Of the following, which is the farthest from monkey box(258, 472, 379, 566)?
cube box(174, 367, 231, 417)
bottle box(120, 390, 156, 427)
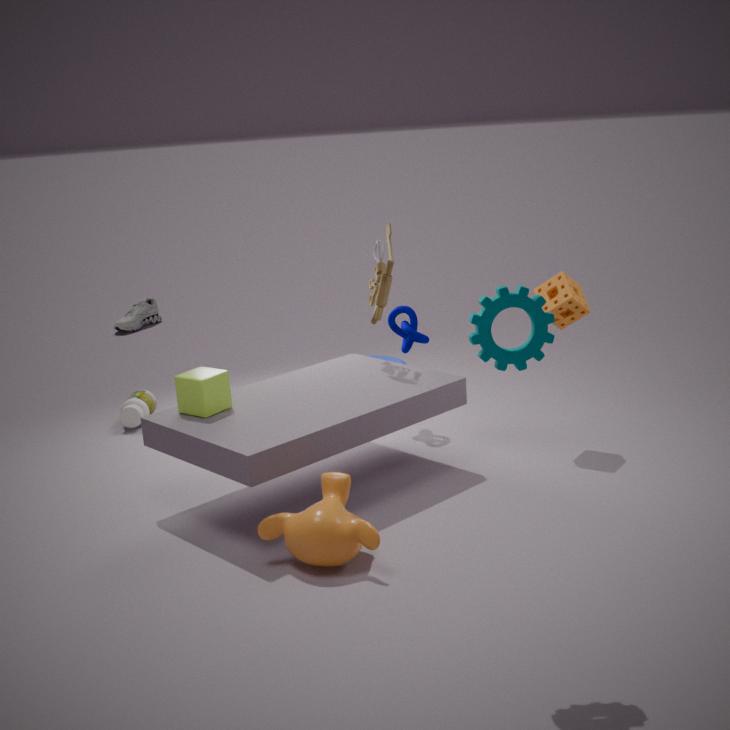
bottle box(120, 390, 156, 427)
